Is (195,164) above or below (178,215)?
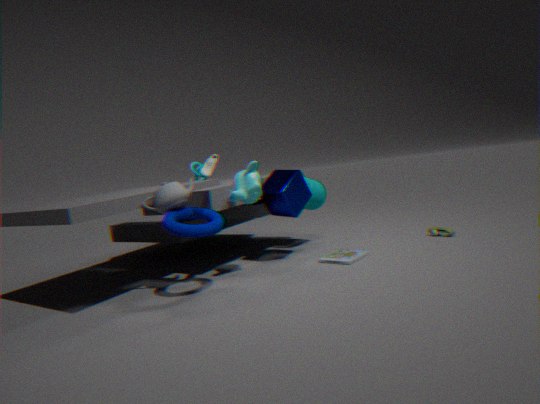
above
